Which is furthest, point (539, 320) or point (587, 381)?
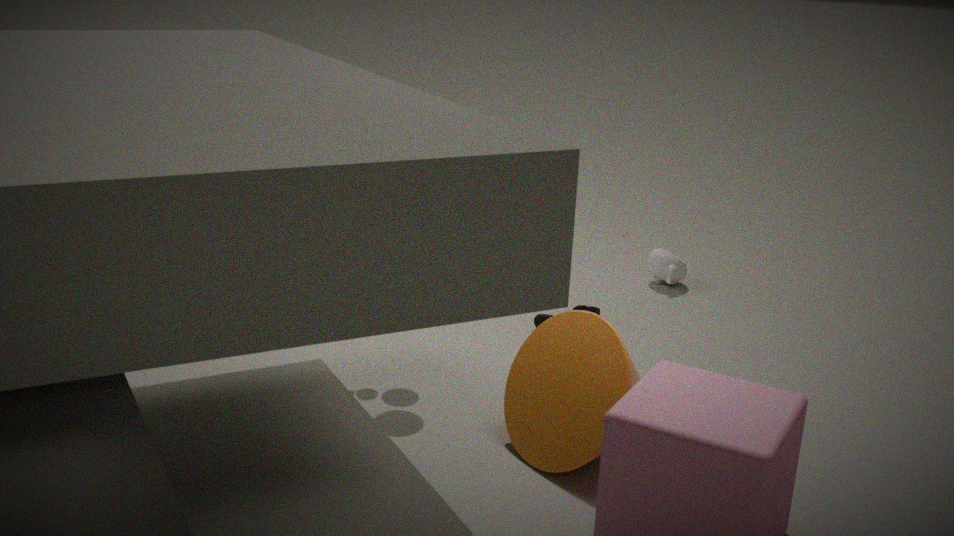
point (539, 320)
